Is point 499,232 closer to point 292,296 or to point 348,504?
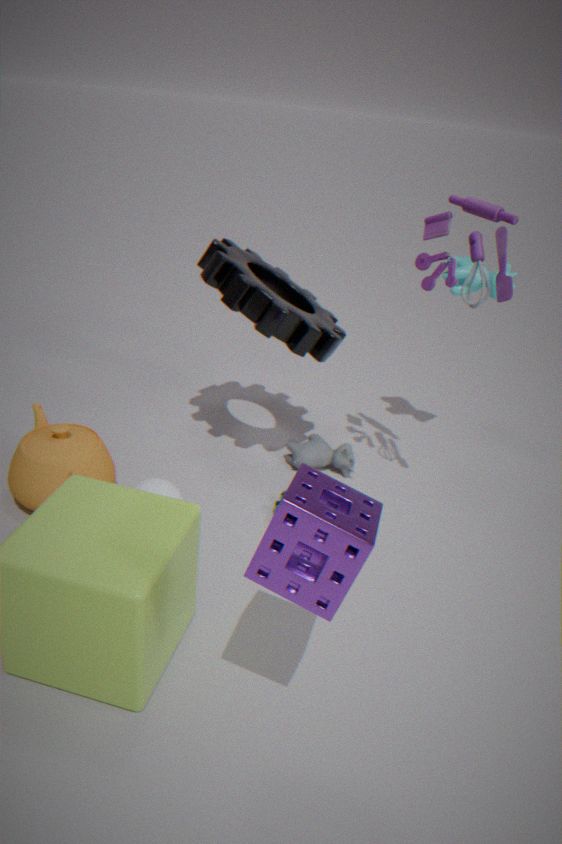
point 292,296
